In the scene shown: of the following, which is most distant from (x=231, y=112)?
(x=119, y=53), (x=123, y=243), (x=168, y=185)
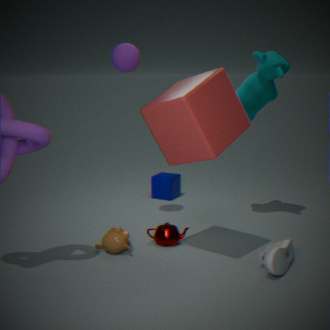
(x=168, y=185)
